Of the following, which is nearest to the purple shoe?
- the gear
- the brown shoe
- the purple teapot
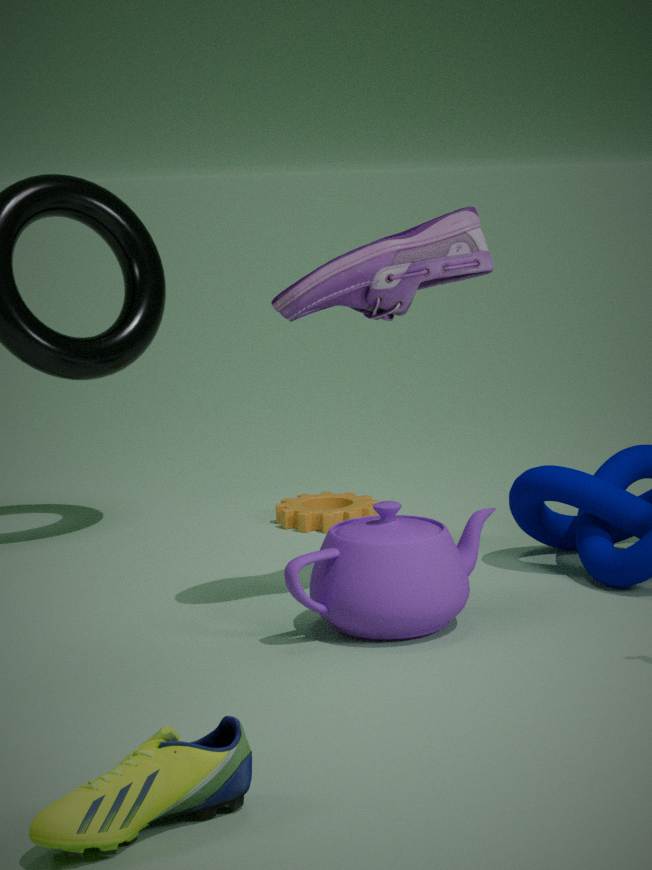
the purple teapot
